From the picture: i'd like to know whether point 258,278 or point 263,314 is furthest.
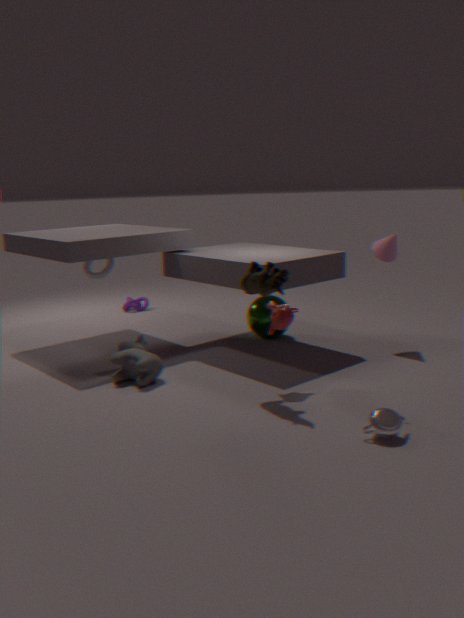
point 263,314
